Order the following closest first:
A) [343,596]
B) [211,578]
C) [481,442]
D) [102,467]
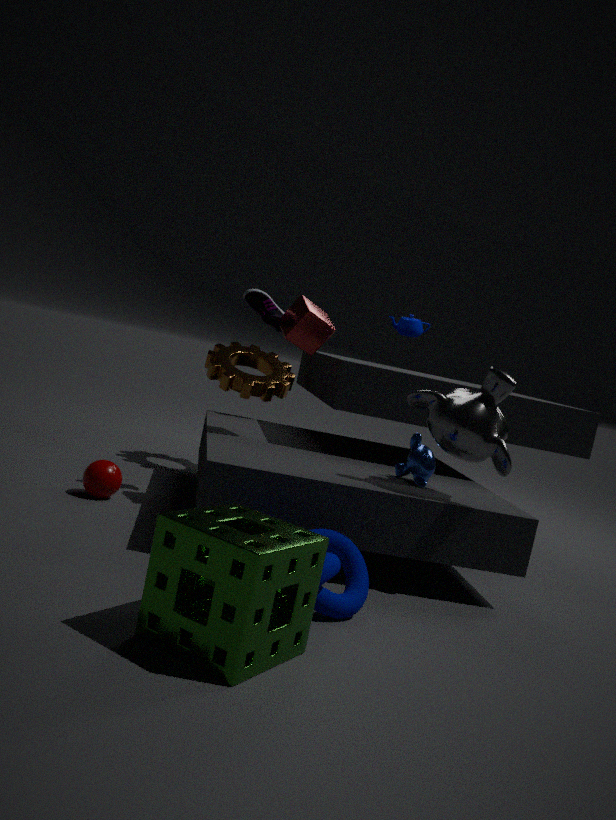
[211,578]
[343,596]
[481,442]
[102,467]
